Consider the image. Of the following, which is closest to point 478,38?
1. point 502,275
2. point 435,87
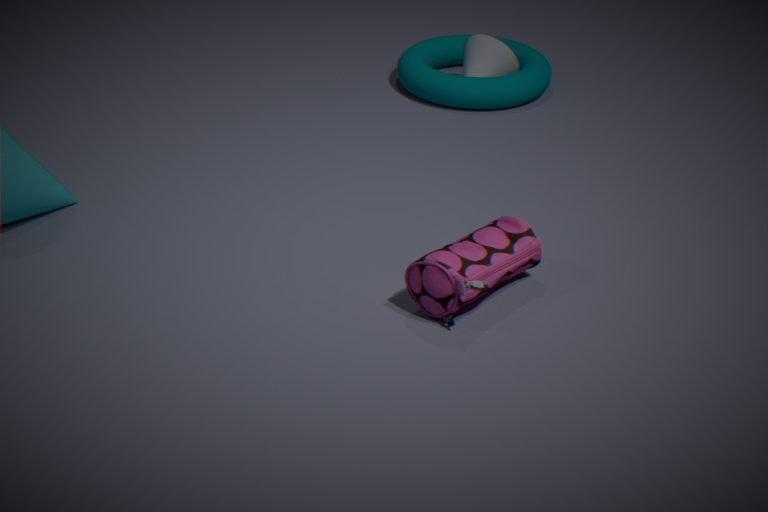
point 435,87
